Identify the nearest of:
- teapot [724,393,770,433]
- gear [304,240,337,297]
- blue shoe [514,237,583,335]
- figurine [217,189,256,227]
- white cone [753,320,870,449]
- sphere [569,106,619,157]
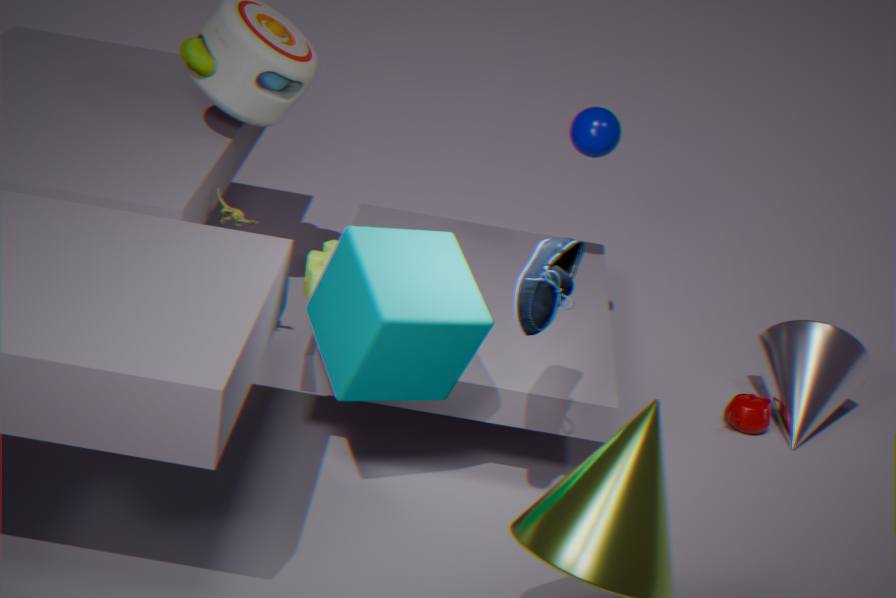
blue shoe [514,237,583,335]
